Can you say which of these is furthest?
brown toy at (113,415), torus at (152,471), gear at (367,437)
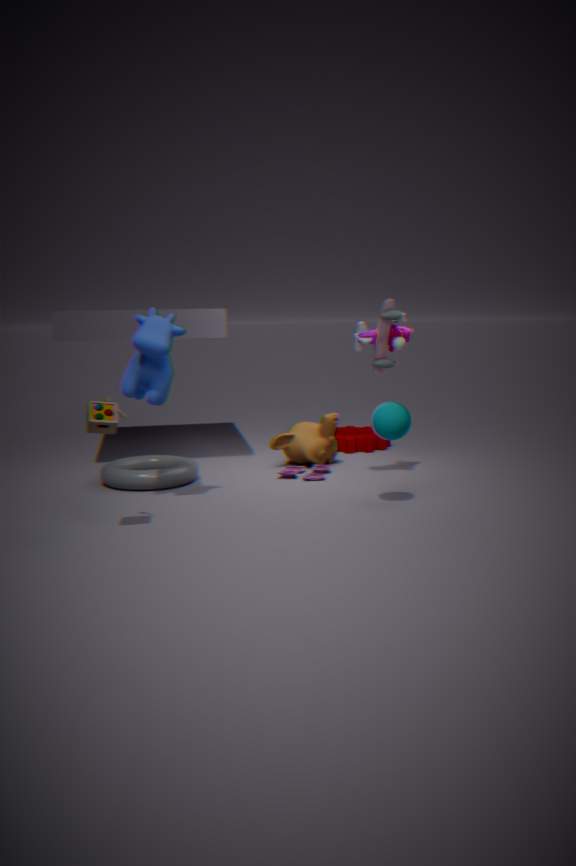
gear at (367,437)
